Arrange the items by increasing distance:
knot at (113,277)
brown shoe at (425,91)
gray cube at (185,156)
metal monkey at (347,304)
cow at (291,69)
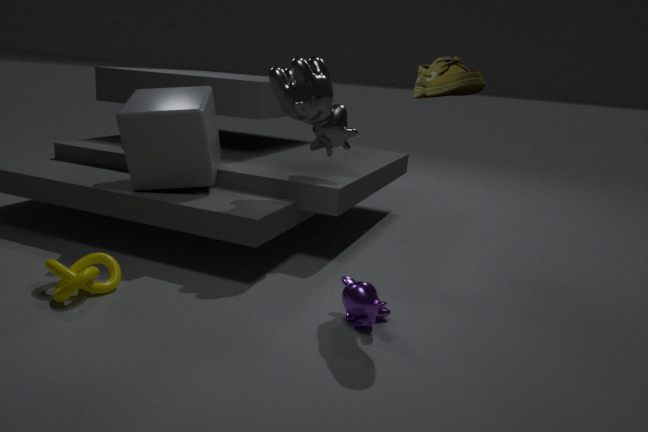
brown shoe at (425,91) < metal monkey at (347,304) < knot at (113,277) < cow at (291,69) < gray cube at (185,156)
